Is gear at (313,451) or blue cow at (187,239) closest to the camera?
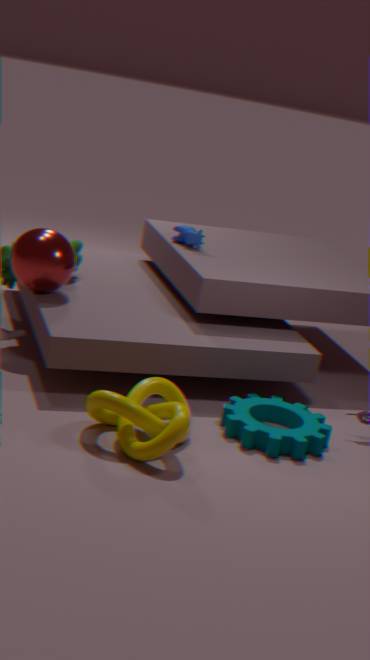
gear at (313,451)
